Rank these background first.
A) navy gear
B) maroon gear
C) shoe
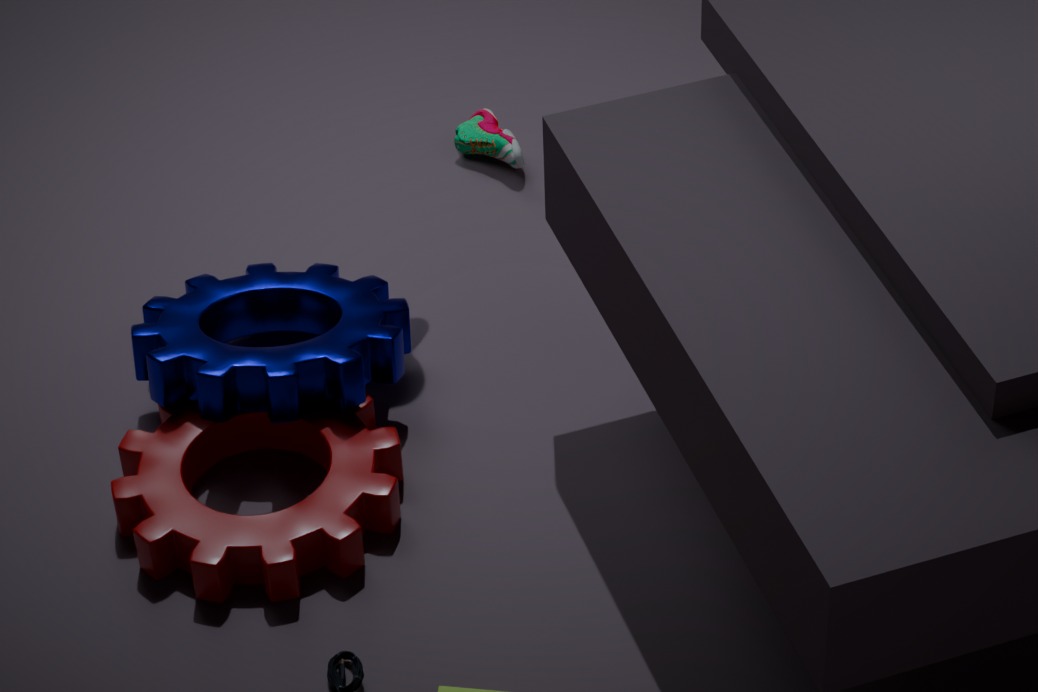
shoe < navy gear < maroon gear
